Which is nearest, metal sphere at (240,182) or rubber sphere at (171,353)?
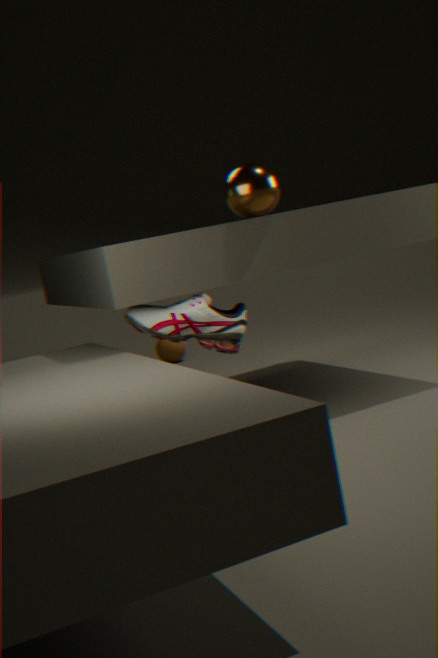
metal sphere at (240,182)
